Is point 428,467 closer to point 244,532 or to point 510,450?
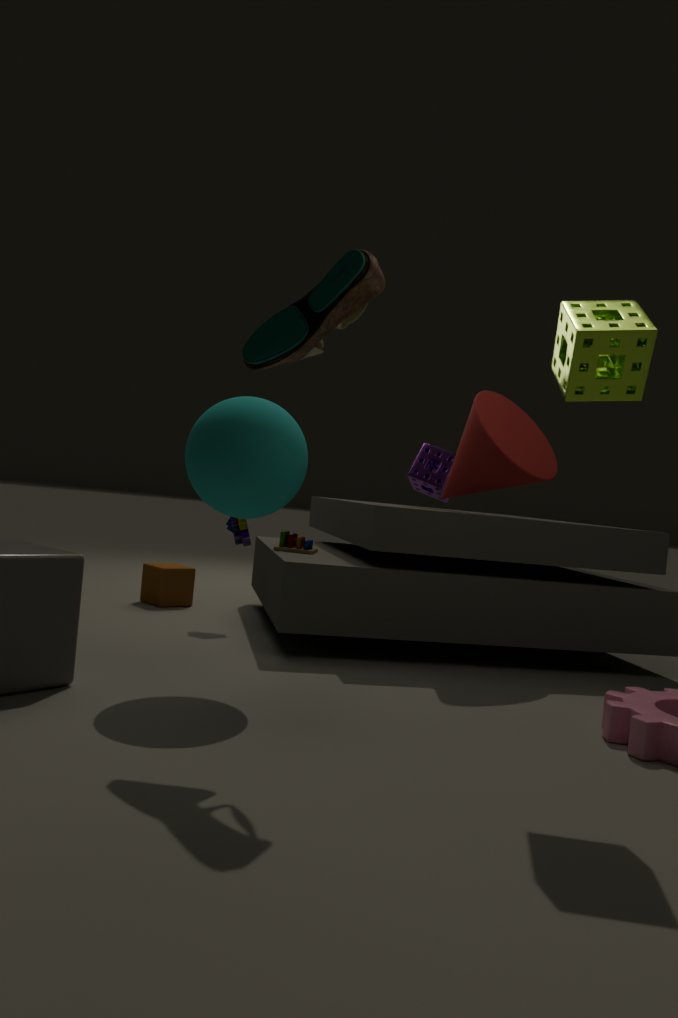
point 510,450
